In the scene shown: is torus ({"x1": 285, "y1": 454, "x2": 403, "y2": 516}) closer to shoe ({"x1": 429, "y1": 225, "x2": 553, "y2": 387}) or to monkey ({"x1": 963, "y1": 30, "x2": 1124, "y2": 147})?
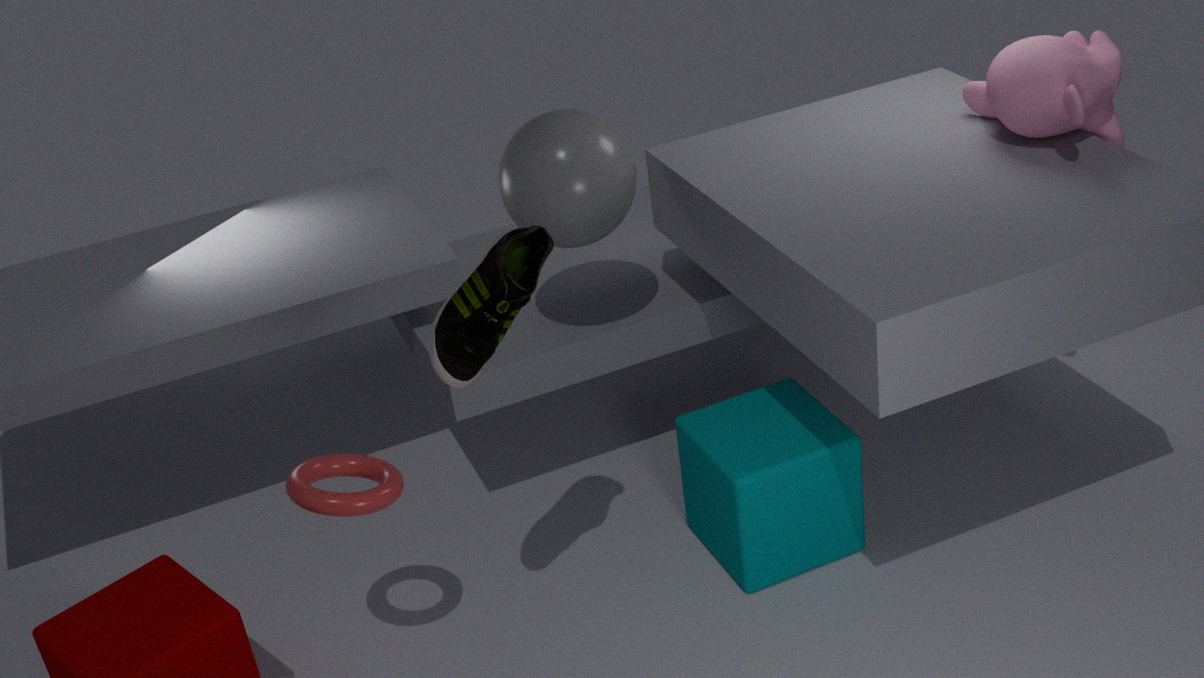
shoe ({"x1": 429, "y1": 225, "x2": 553, "y2": 387})
